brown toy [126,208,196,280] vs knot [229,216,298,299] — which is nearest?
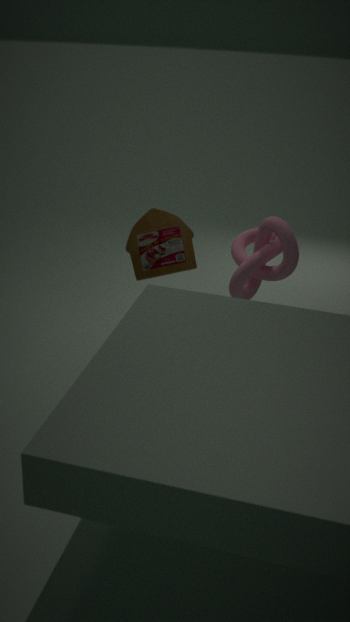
brown toy [126,208,196,280]
